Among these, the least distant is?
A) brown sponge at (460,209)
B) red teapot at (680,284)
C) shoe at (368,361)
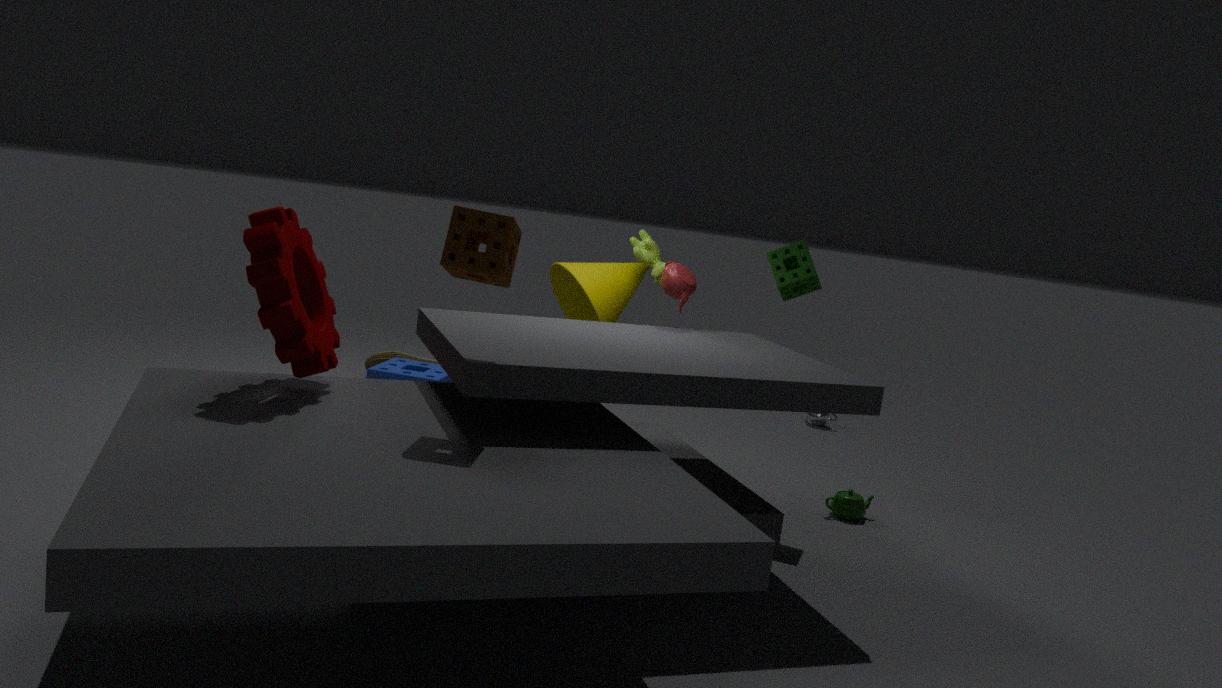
brown sponge at (460,209)
